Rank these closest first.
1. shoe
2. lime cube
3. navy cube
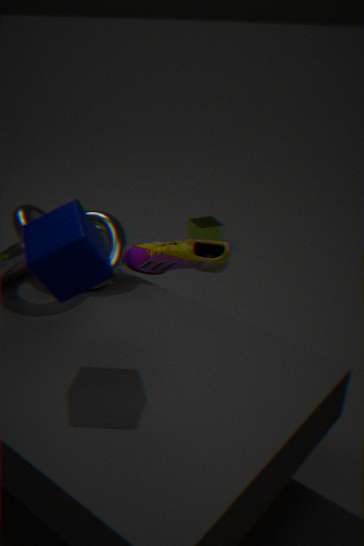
navy cube
shoe
lime cube
